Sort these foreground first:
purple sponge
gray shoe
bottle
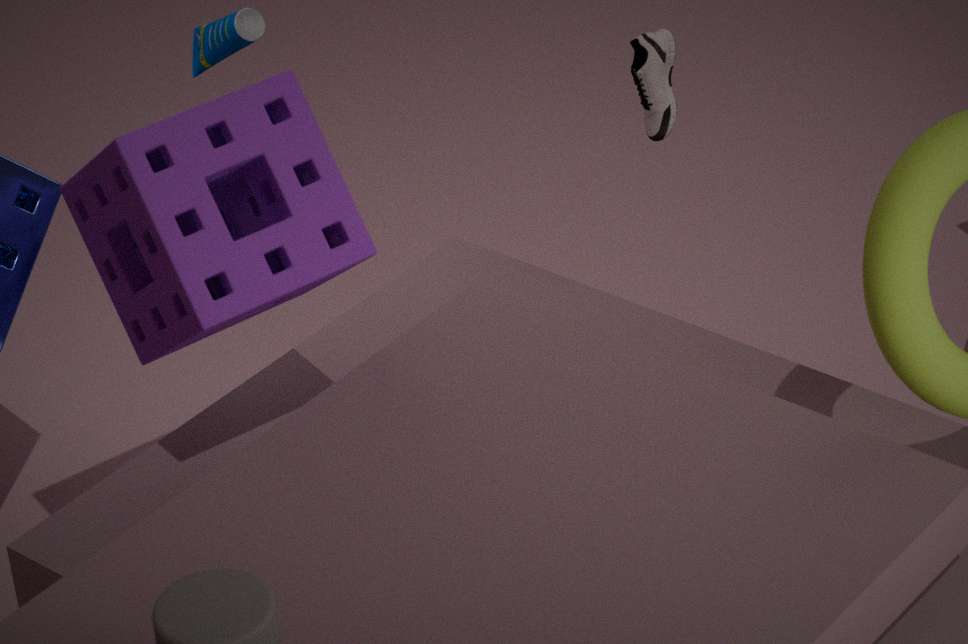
purple sponge → gray shoe → bottle
